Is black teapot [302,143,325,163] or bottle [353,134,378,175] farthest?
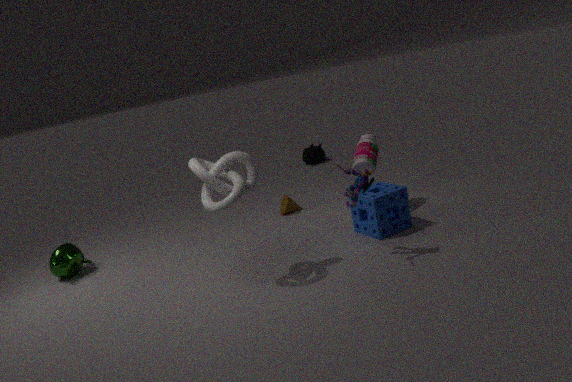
black teapot [302,143,325,163]
